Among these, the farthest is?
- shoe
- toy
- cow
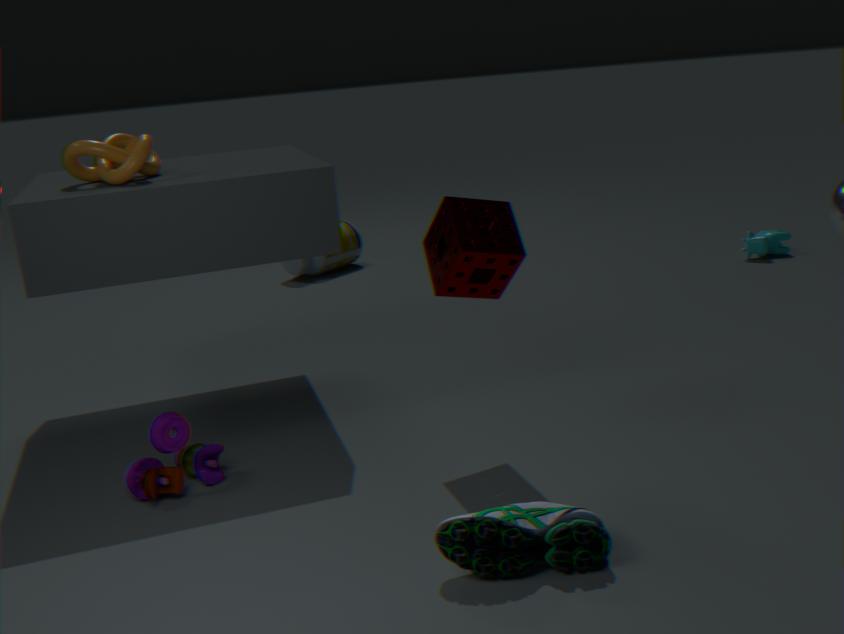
cow
